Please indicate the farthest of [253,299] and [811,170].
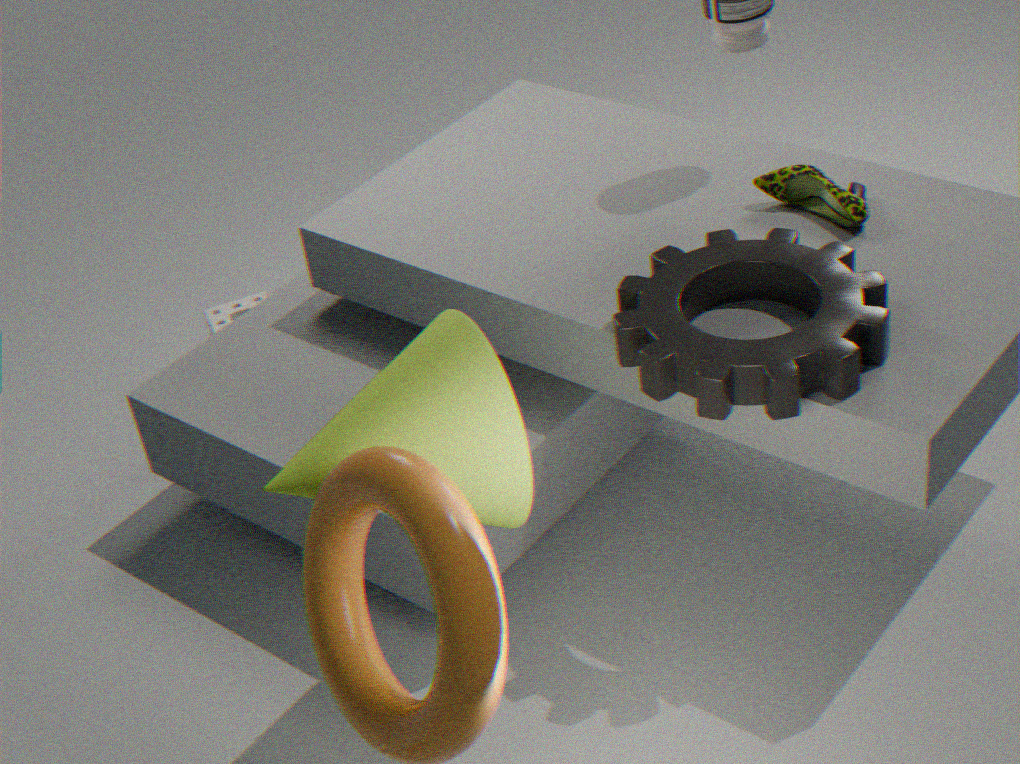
[253,299]
